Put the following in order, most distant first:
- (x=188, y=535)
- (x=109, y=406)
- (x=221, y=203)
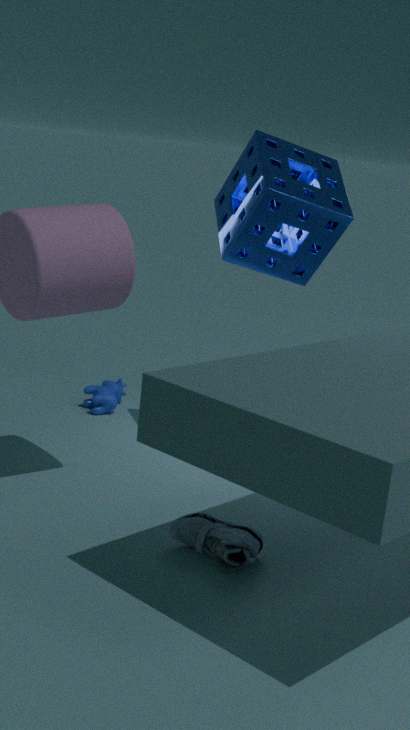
1. (x=109, y=406)
2. (x=221, y=203)
3. (x=188, y=535)
